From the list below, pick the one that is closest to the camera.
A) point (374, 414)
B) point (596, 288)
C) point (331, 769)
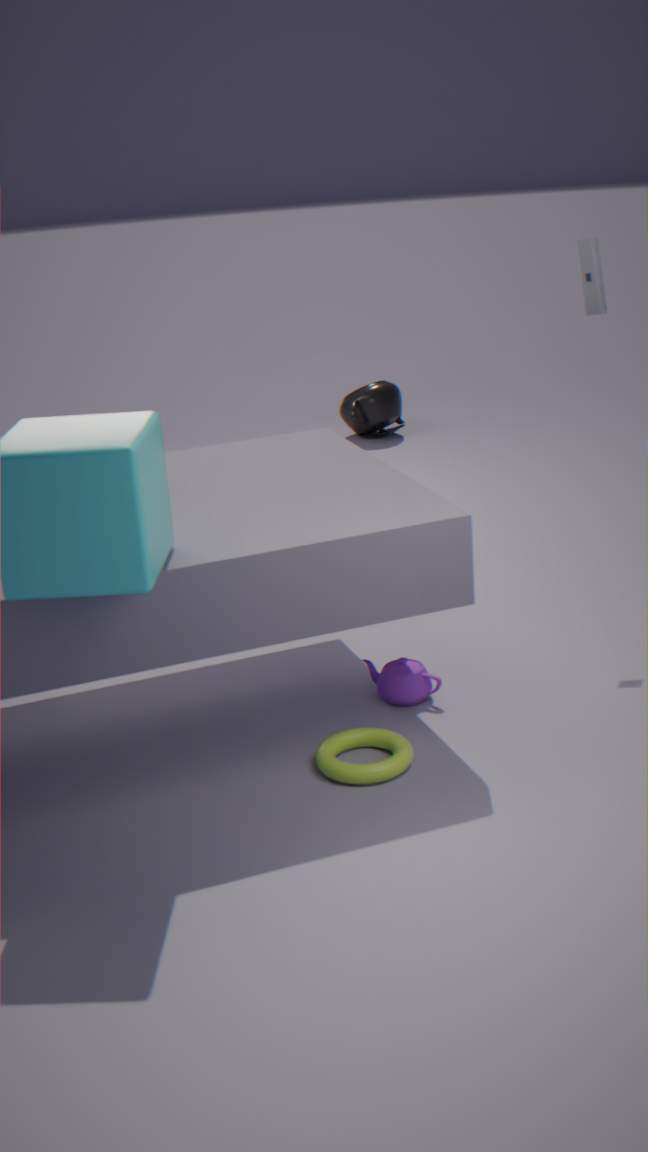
point (331, 769)
